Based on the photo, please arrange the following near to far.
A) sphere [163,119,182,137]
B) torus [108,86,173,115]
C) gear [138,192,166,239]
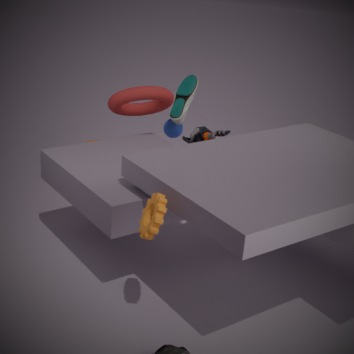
1. gear [138,192,166,239]
2. torus [108,86,173,115]
3. sphere [163,119,182,137]
